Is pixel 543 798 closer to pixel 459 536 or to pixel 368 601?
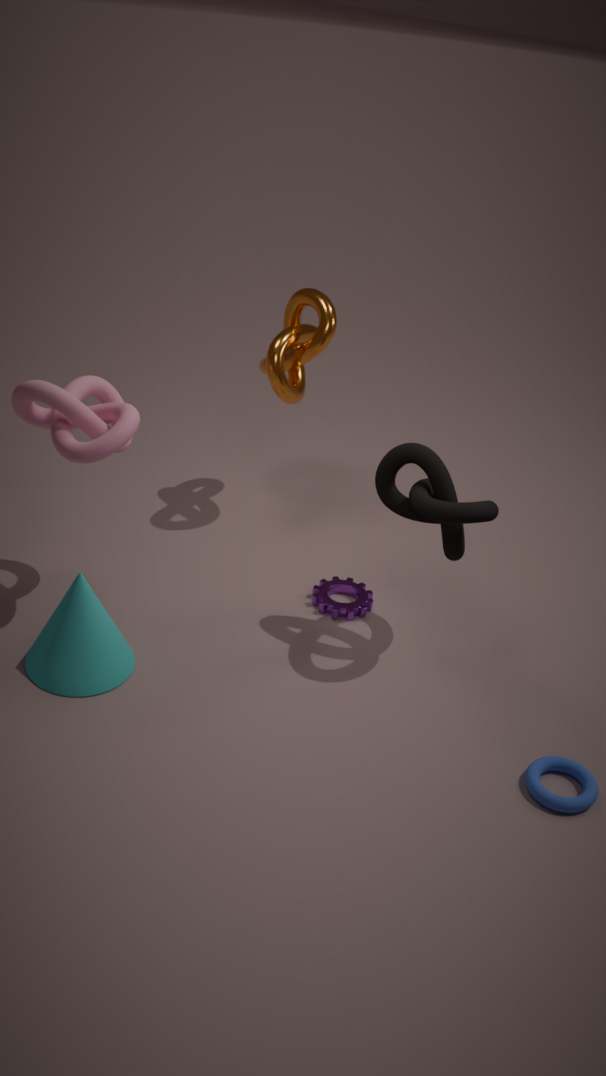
pixel 459 536
